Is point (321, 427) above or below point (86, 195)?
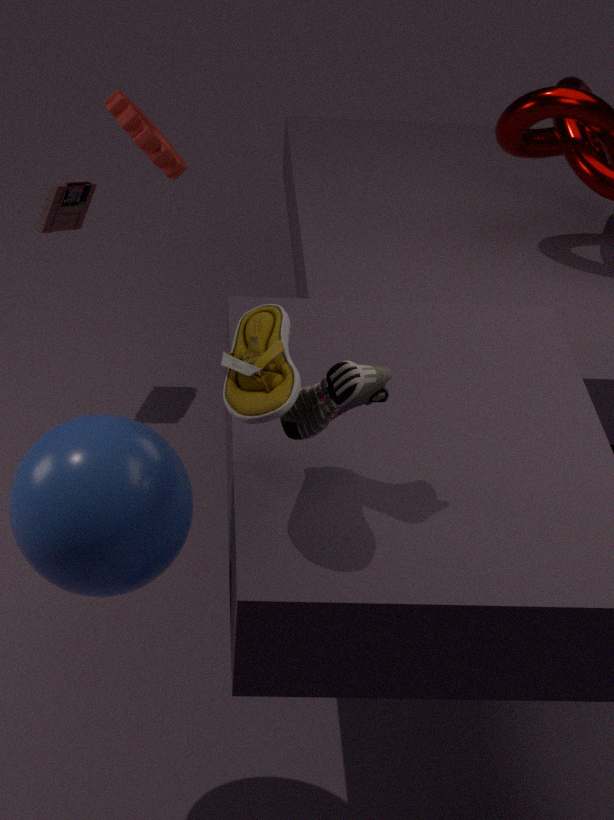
above
